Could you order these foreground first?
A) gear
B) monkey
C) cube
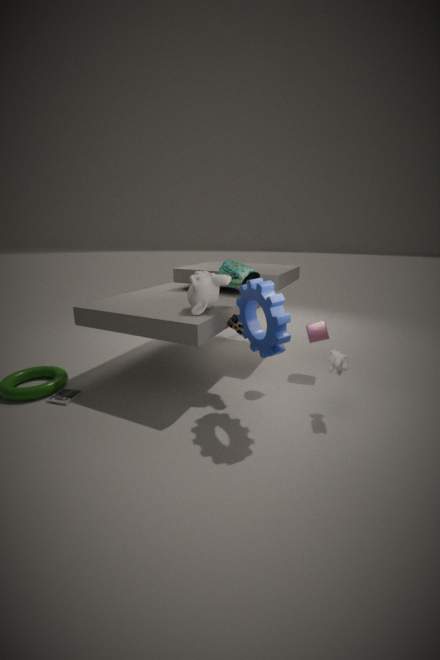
gear < monkey < cube
